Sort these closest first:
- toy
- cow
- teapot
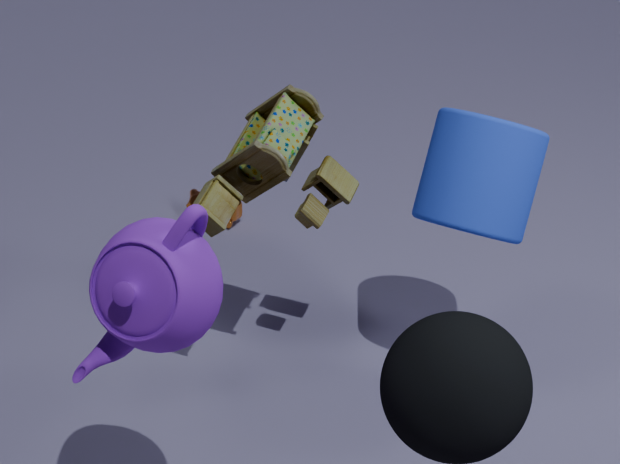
teapot, toy, cow
